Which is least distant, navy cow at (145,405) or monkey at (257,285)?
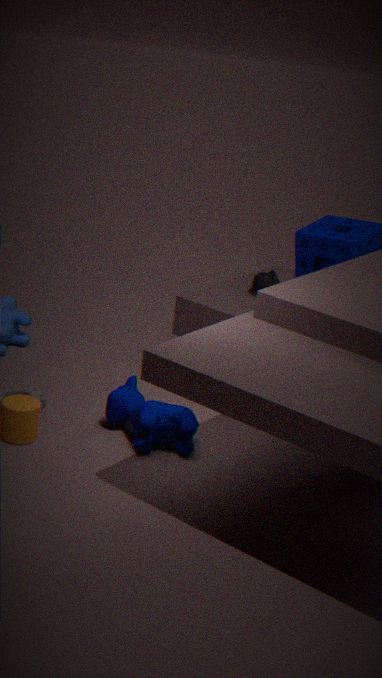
navy cow at (145,405)
